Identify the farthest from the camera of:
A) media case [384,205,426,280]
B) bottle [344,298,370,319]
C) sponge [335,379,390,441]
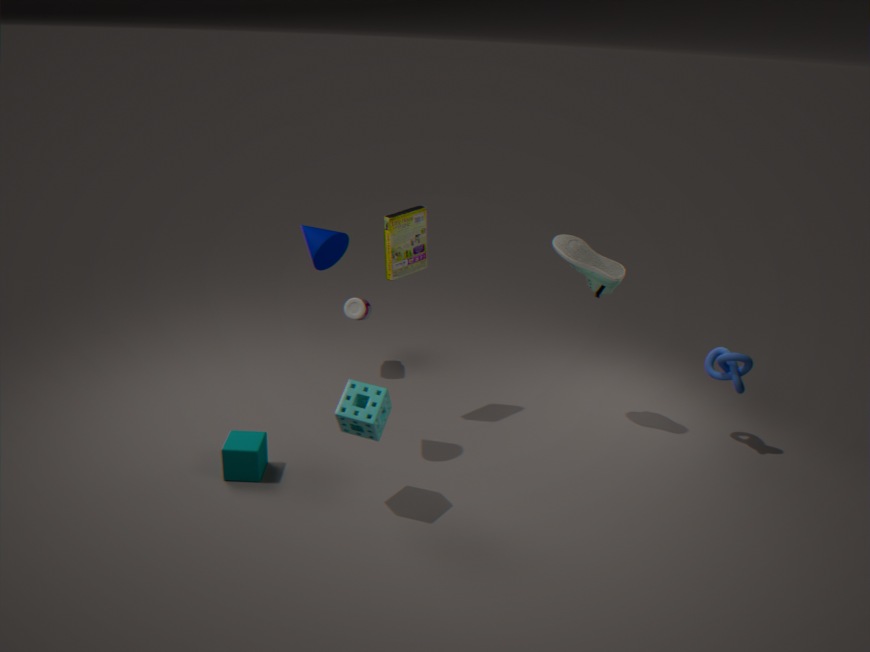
bottle [344,298,370,319]
